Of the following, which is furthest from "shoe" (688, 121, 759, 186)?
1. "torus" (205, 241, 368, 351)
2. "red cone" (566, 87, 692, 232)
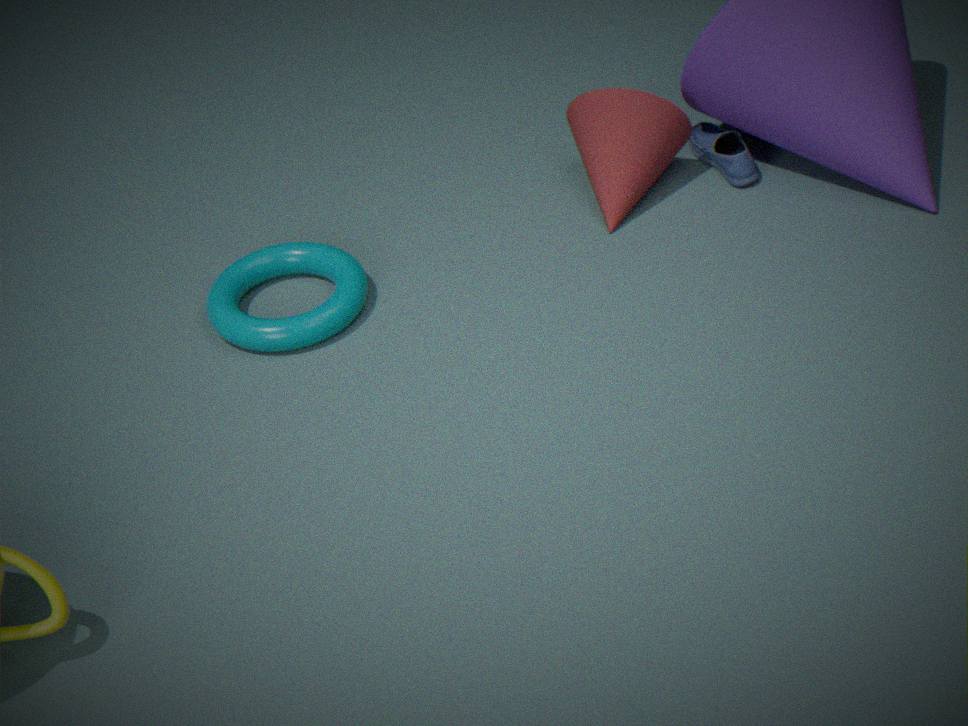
"torus" (205, 241, 368, 351)
